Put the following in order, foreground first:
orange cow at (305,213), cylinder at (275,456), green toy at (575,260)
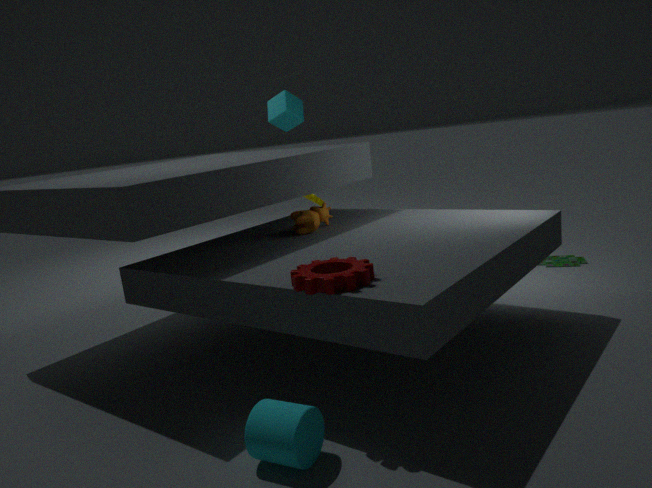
cylinder at (275,456) → orange cow at (305,213) → green toy at (575,260)
